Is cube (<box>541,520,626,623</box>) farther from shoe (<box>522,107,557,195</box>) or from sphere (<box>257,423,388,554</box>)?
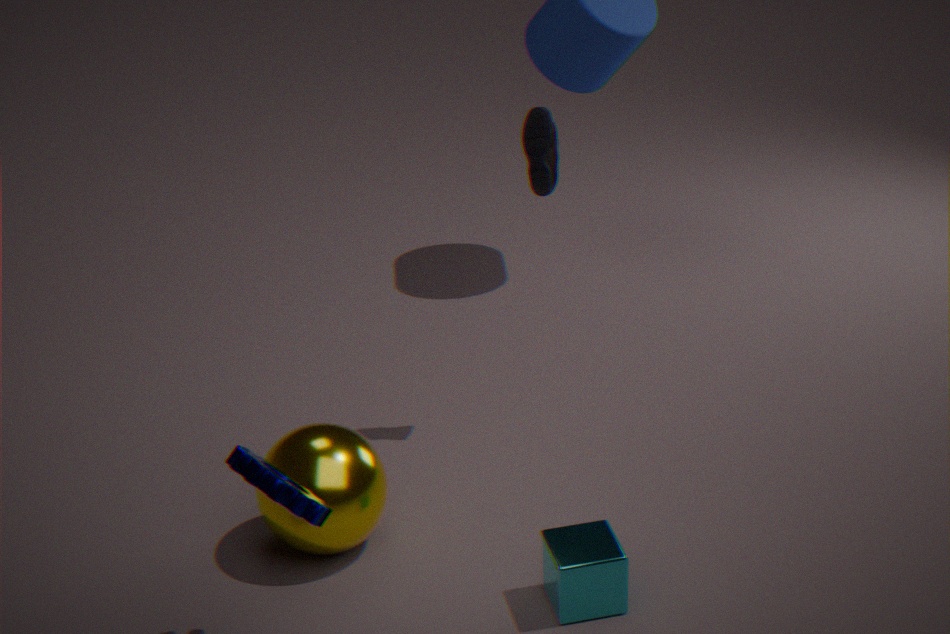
shoe (<box>522,107,557,195</box>)
